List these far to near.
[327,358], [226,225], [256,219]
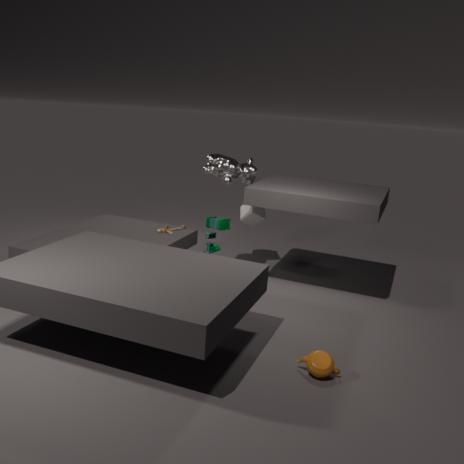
1. [256,219]
2. [226,225]
3. [327,358]
